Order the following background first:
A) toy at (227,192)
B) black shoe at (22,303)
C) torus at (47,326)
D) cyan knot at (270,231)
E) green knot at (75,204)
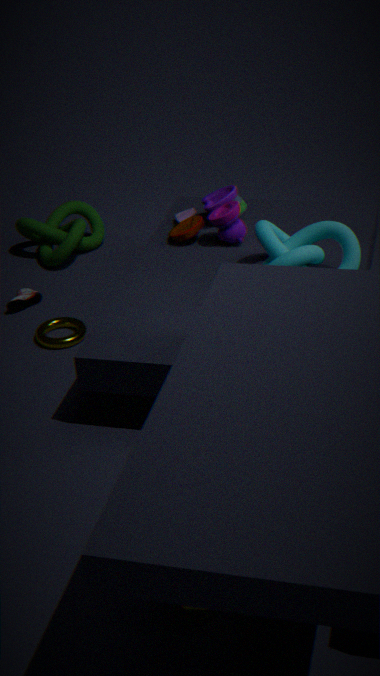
green knot at (75,204) → black shoe at (22,303) → torus at (47,326) → toy at (227,192) → cyan knot at (270,231)
